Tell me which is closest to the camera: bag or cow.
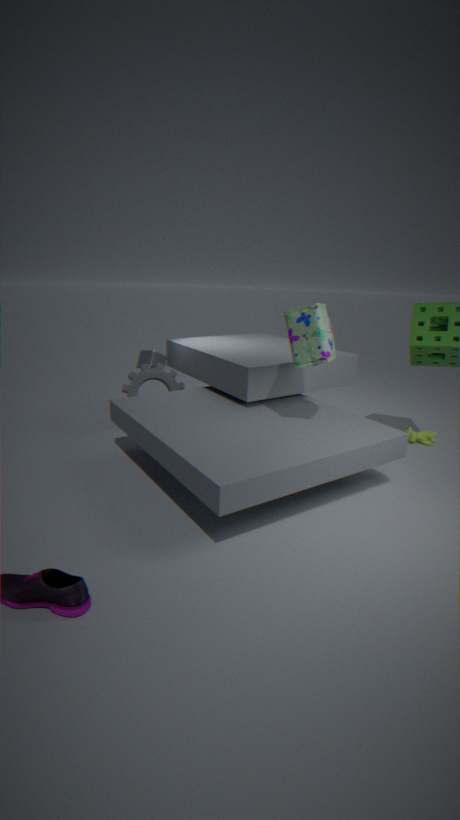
bag
